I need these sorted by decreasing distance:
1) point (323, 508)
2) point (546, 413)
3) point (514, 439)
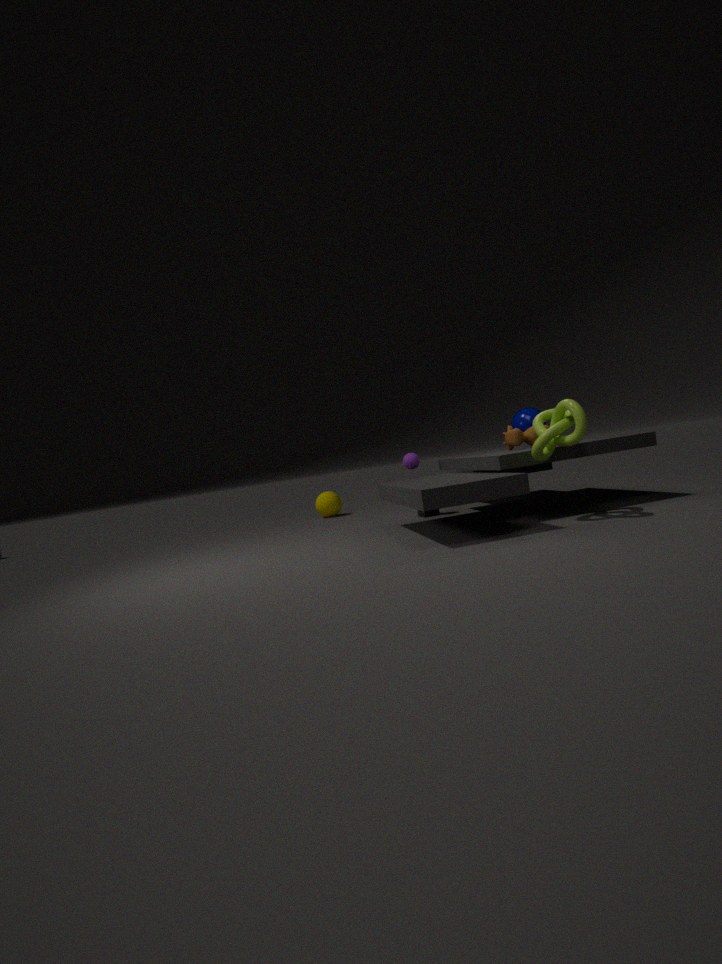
1. point (323, 508) < 3. point (514, 439) < 2. point (546, 413)
